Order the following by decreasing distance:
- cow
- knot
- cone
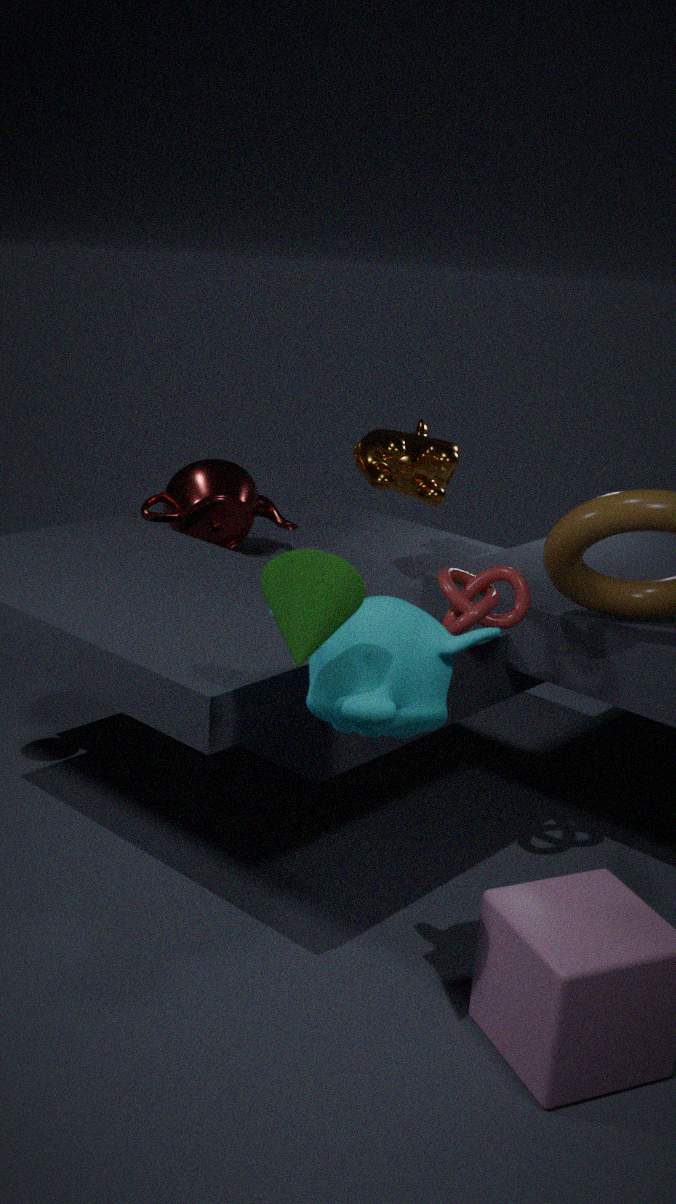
cow → knot → cone
